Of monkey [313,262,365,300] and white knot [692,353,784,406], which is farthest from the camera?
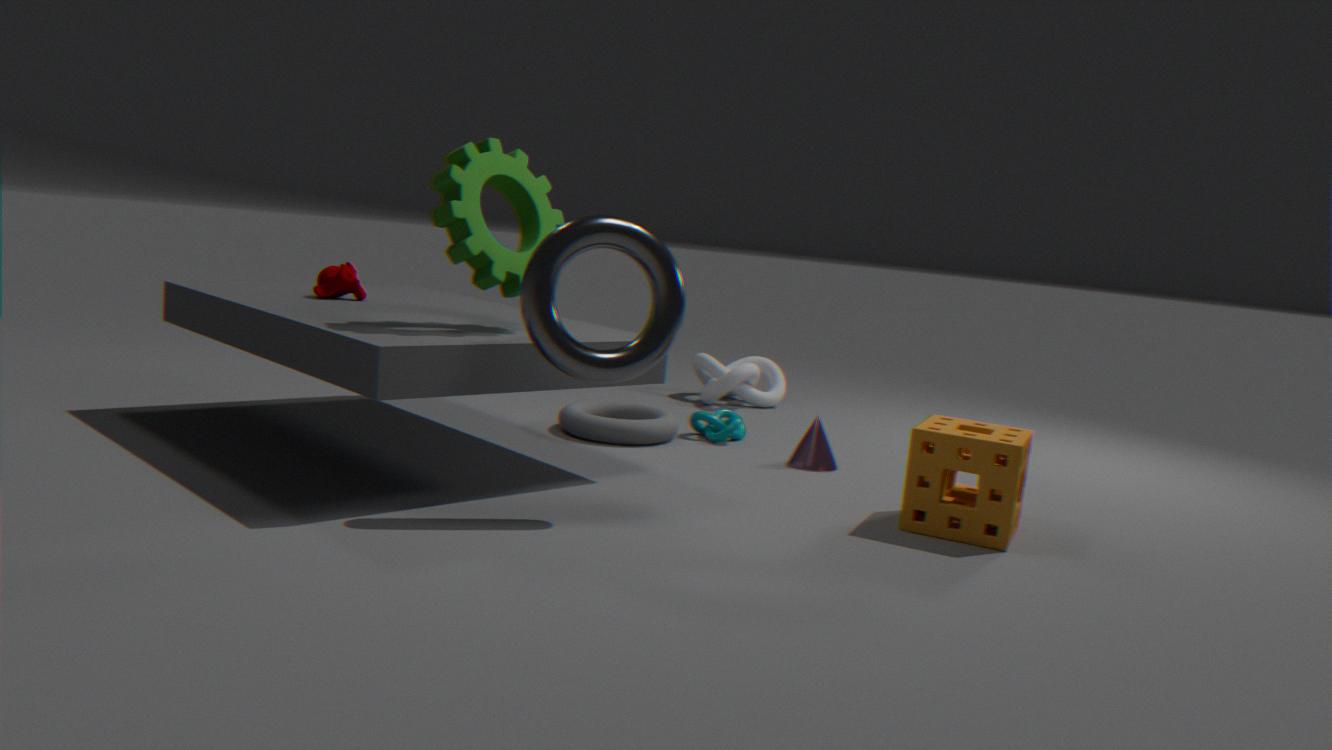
white knot [692,353,784,406]
